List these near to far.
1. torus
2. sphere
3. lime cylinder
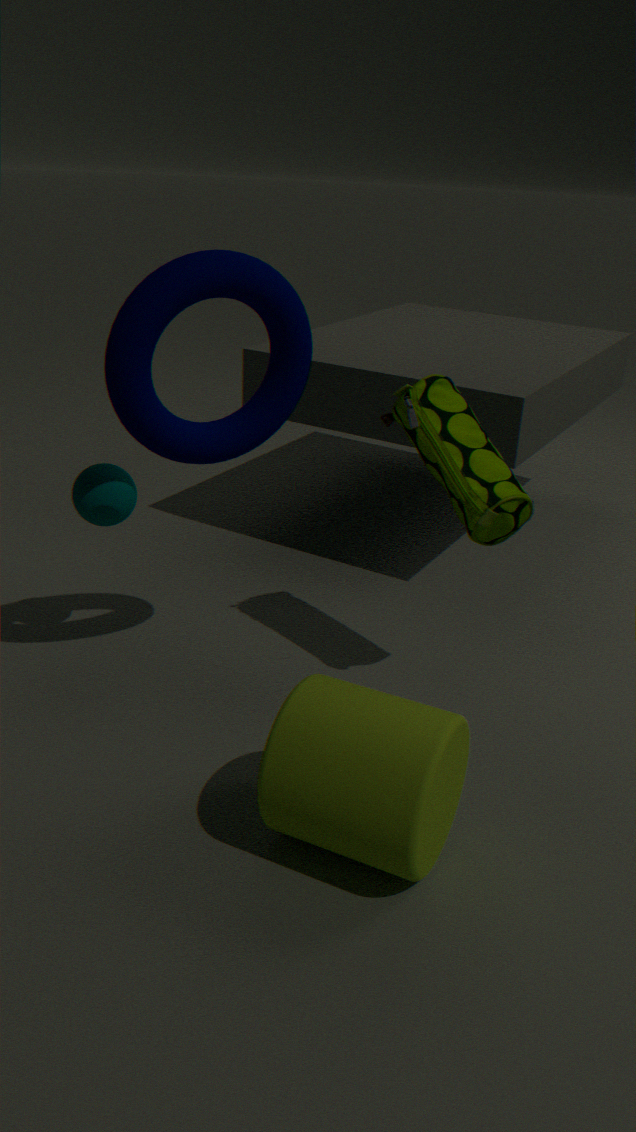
lime cylinder → torus → sphere
